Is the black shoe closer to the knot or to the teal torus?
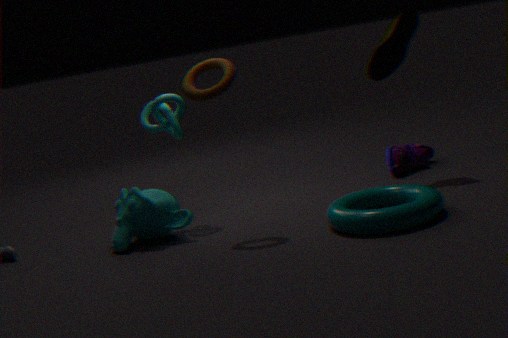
the teal torus
